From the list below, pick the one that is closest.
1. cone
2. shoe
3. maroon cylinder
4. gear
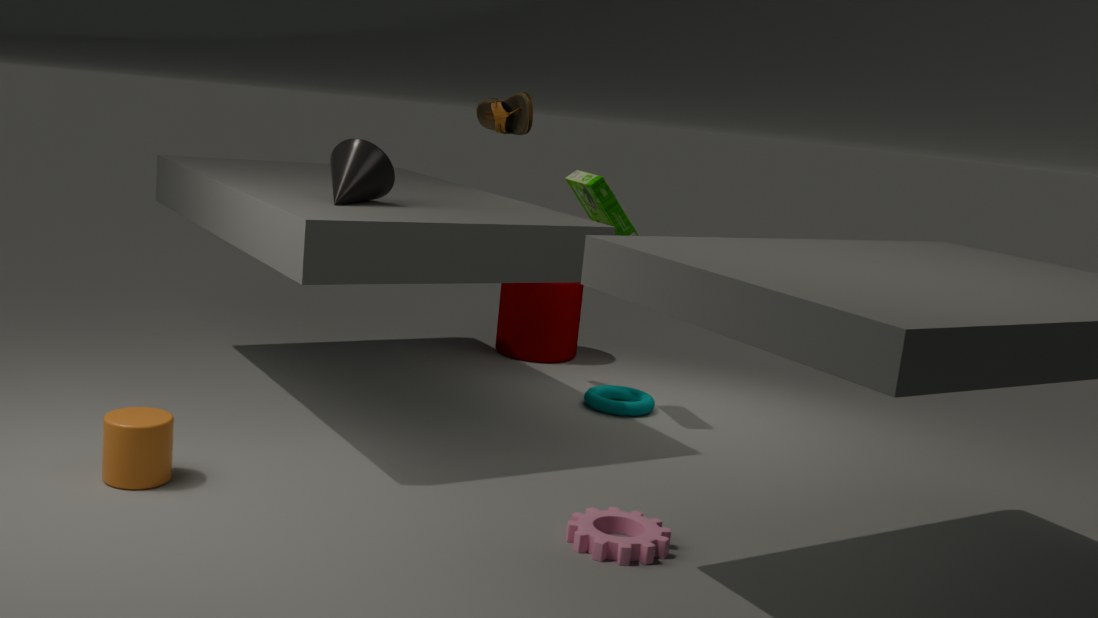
gear
